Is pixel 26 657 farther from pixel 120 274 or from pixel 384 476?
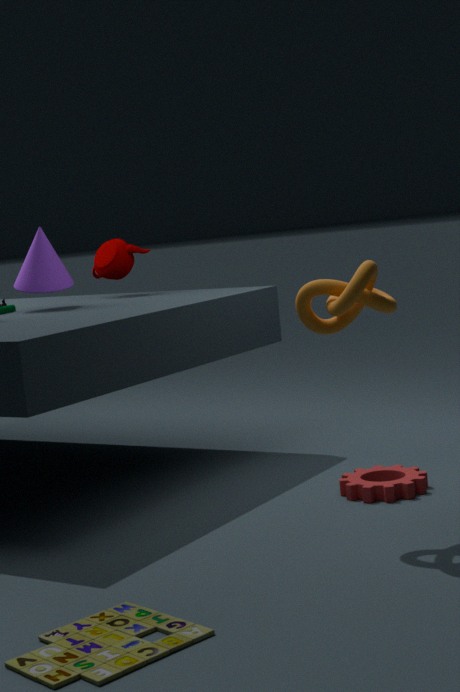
pixel 120 274
